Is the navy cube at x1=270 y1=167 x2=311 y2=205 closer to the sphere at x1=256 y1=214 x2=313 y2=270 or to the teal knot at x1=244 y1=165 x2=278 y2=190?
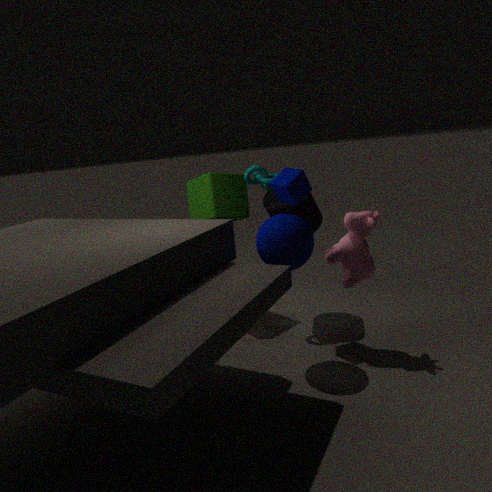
the teal knot at x1=244 y1=165 x2=278 y2=190
